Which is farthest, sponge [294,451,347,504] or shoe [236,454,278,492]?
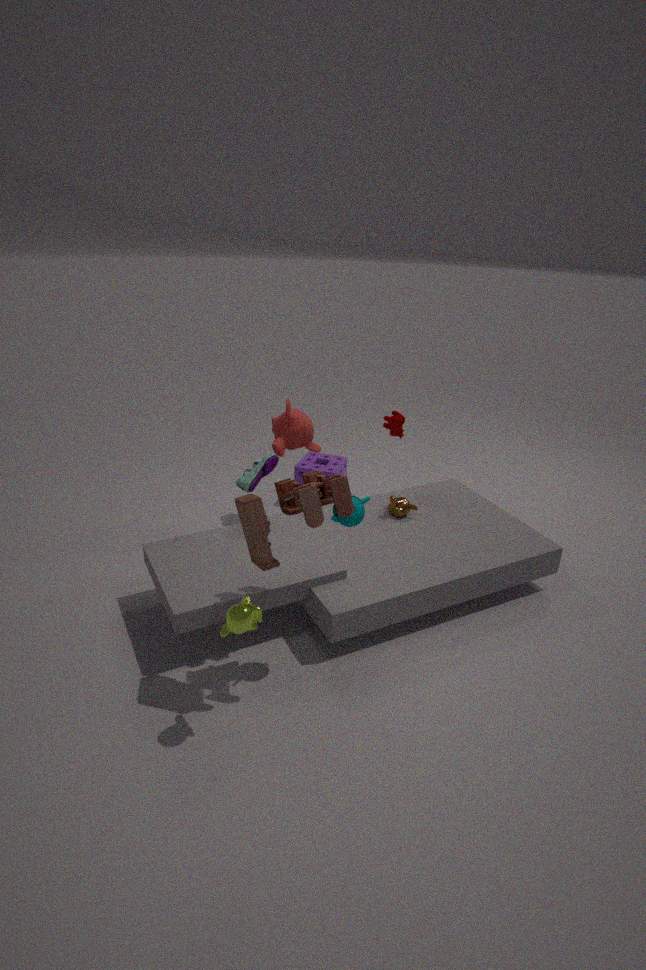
sponge [294,451,347,504]
